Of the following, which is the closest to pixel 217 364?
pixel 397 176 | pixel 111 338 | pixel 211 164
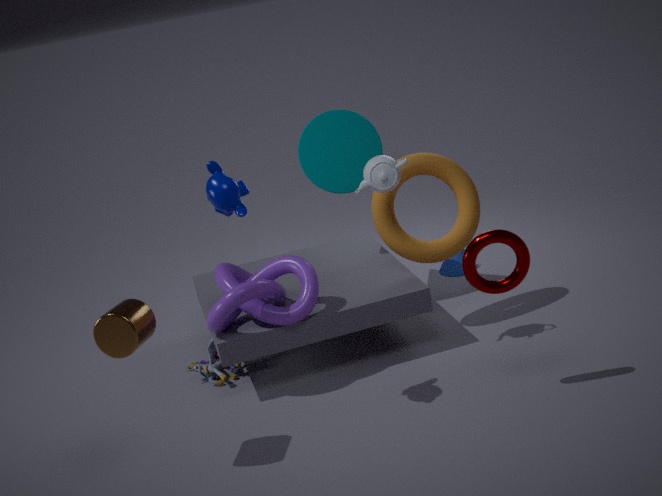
pixel 111 338
